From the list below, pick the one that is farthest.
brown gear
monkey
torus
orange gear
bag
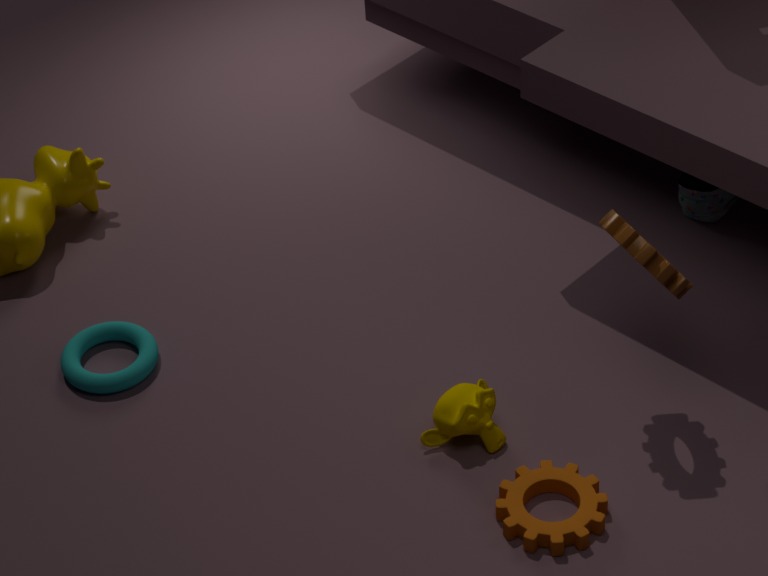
bag
